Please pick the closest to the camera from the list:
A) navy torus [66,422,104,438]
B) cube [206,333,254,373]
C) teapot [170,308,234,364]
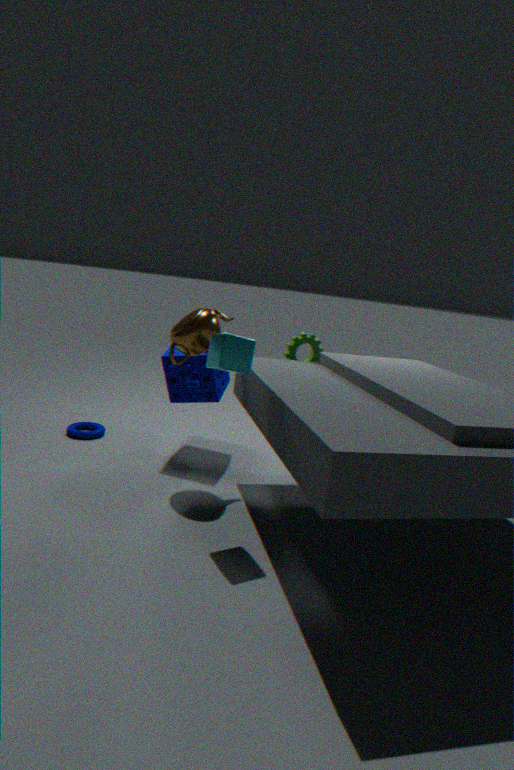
cube [206,333,254,373]
